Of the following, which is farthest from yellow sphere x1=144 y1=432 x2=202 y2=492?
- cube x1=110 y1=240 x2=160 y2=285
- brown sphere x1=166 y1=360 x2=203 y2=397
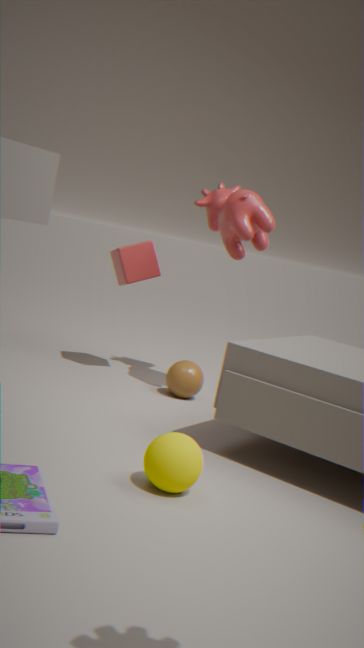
cube x1=110 y1=240 x2=160 y2=285
